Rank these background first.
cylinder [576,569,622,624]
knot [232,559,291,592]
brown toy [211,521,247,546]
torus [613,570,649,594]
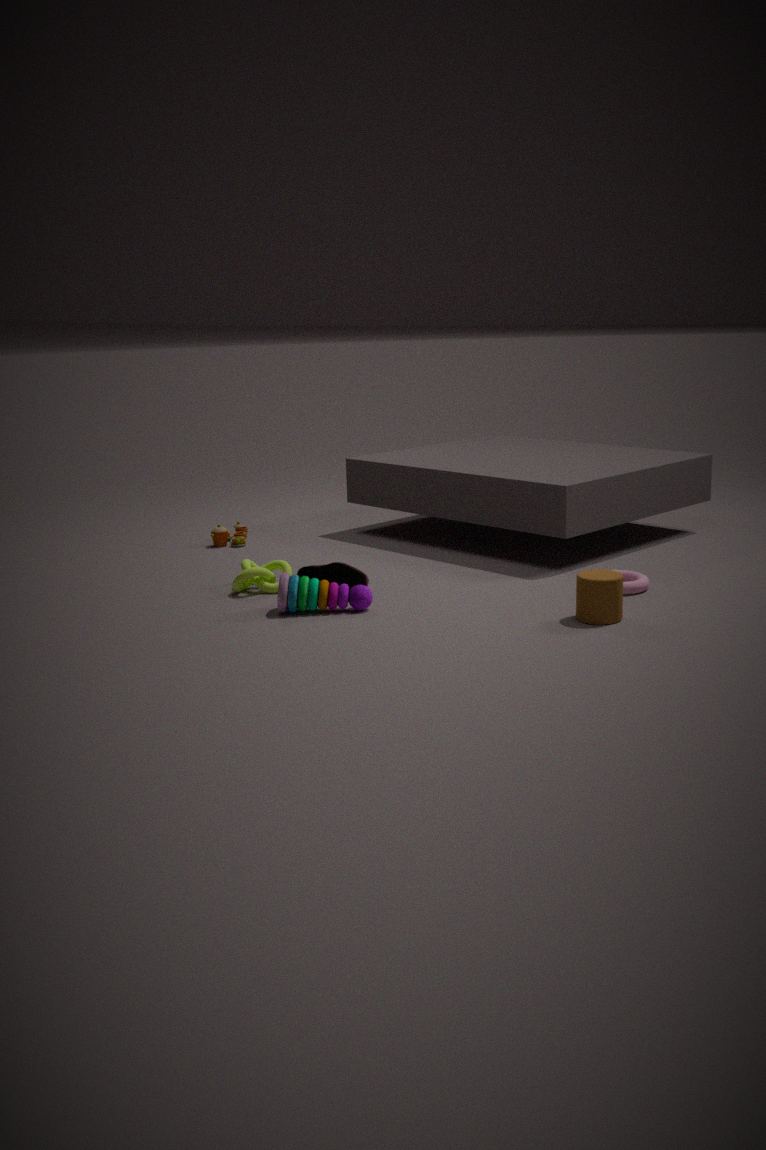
1. brown toy [211,521,247,546]
2. knot [232,559,291,592]
3. torus [613,570,649,594]
4. cylinder [576,569,622,624]
